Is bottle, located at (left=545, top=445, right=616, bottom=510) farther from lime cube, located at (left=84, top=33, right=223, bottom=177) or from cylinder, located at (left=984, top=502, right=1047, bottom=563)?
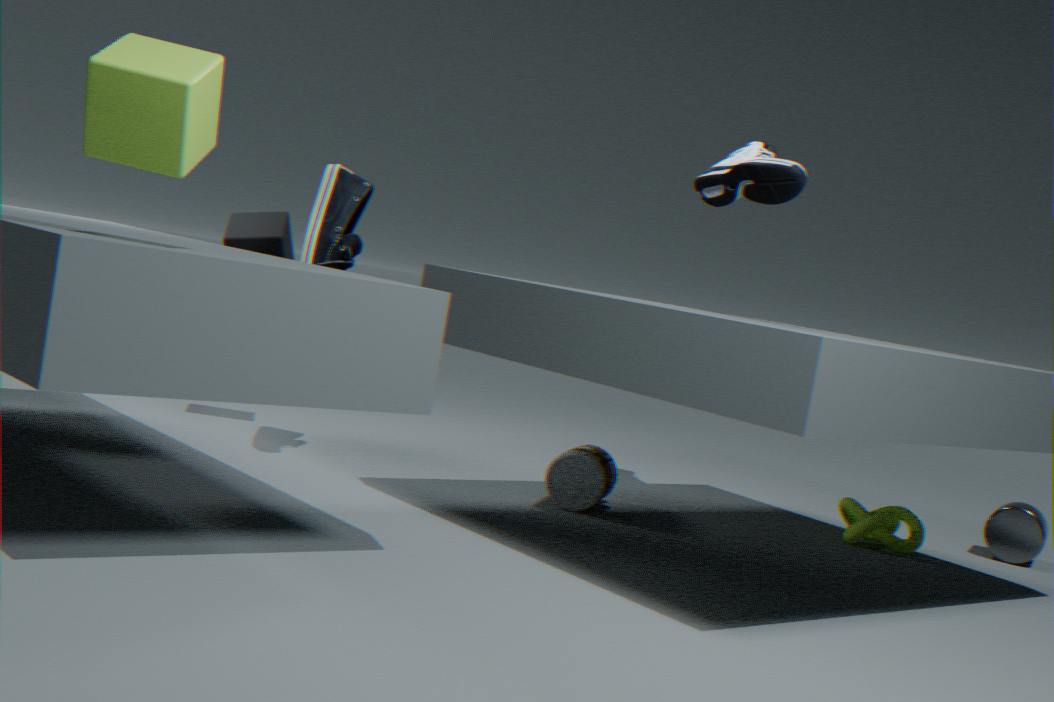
lime cube, located at (left=84, top=33, right=223, bottom=177)
